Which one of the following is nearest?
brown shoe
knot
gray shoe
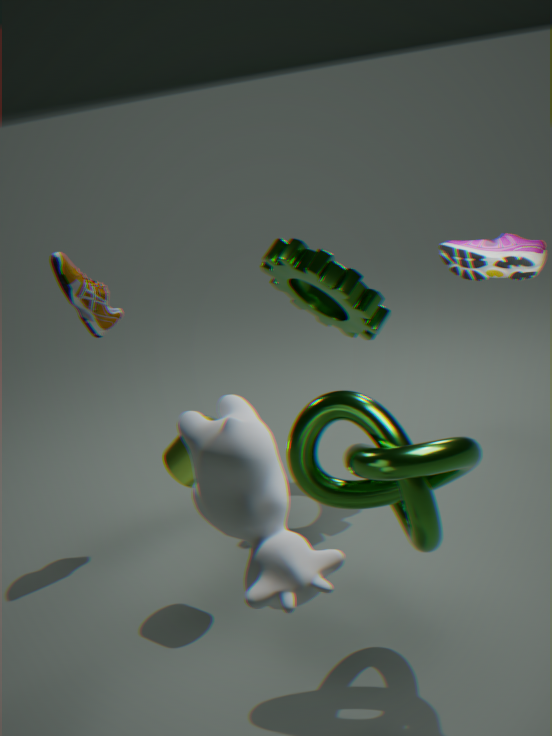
knot
